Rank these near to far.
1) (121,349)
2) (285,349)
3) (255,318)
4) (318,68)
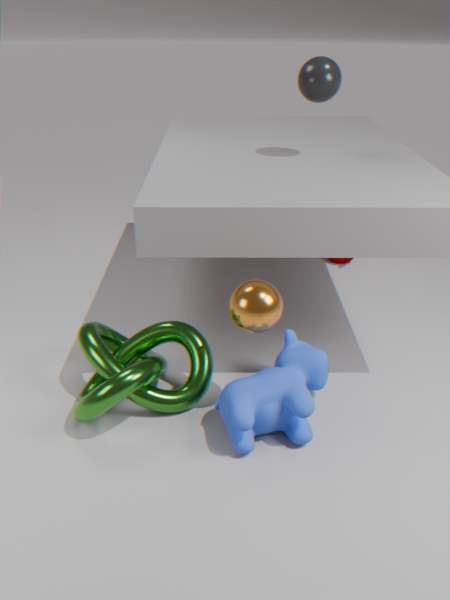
3. (255,318), 2. (285,349), 1. (121,349), 4. (318,68)
